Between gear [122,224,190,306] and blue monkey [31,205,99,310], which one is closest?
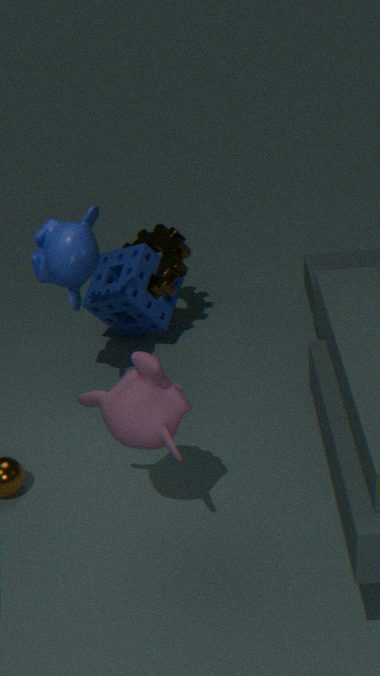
blue monkey [31,205,99,310]
